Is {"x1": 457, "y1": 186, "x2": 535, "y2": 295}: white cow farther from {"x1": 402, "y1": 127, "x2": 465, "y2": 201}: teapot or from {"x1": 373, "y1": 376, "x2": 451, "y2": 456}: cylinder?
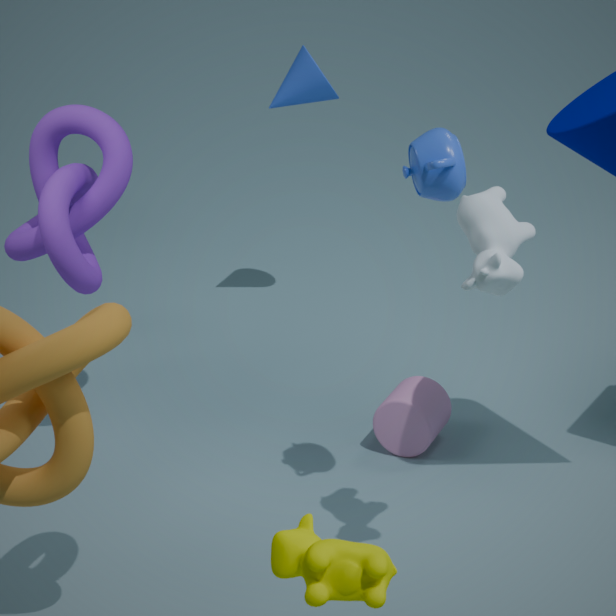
{"x1": 373, "y1": 376, "x2": 451, "y2": 456}: cylinder
